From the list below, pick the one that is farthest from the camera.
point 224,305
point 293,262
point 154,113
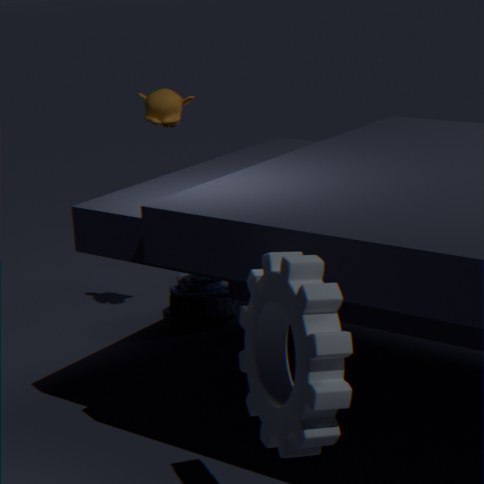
point 224,305
